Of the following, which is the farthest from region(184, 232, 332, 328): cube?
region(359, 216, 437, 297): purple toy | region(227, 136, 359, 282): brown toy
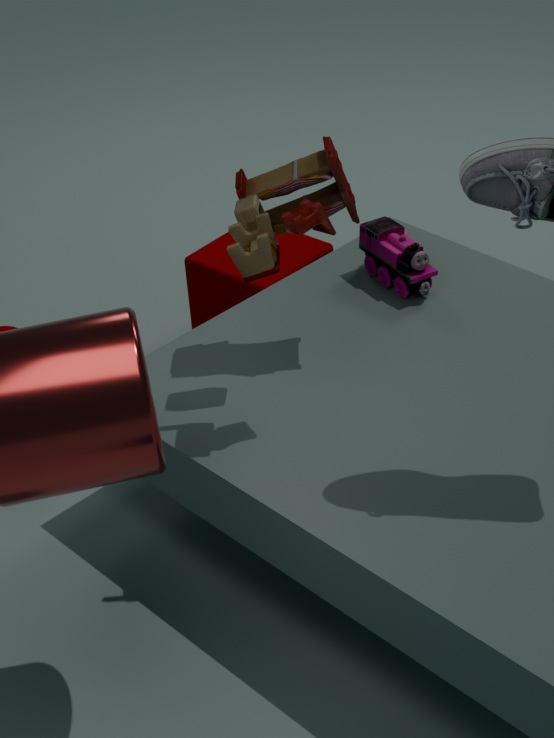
region(227, 136, 359, 282): brown toy
